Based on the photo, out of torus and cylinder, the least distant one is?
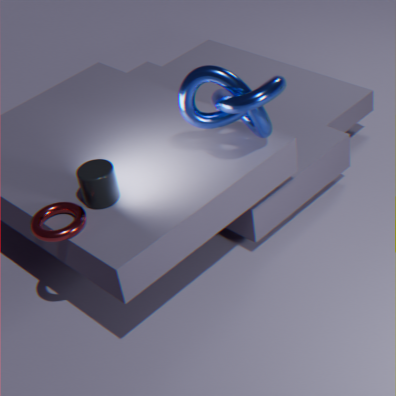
torus
